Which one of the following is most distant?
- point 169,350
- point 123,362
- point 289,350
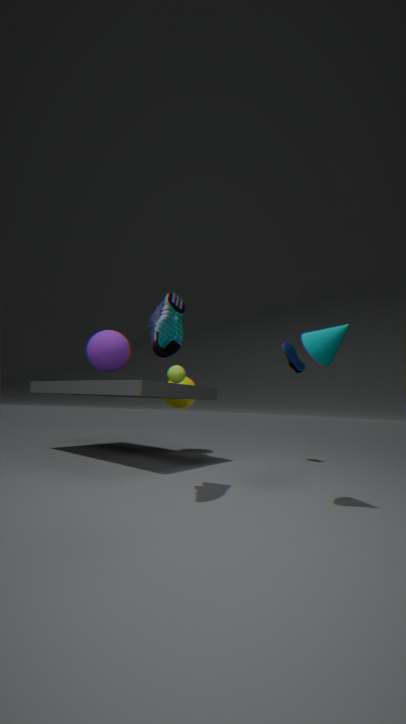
point 289,350
